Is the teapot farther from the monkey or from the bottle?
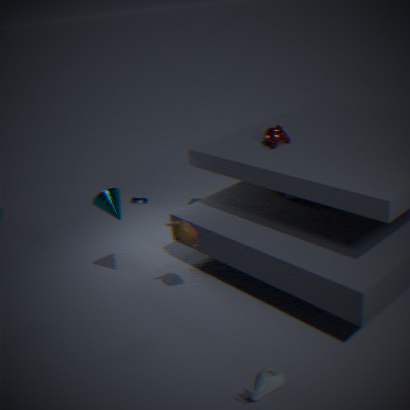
the bottle
